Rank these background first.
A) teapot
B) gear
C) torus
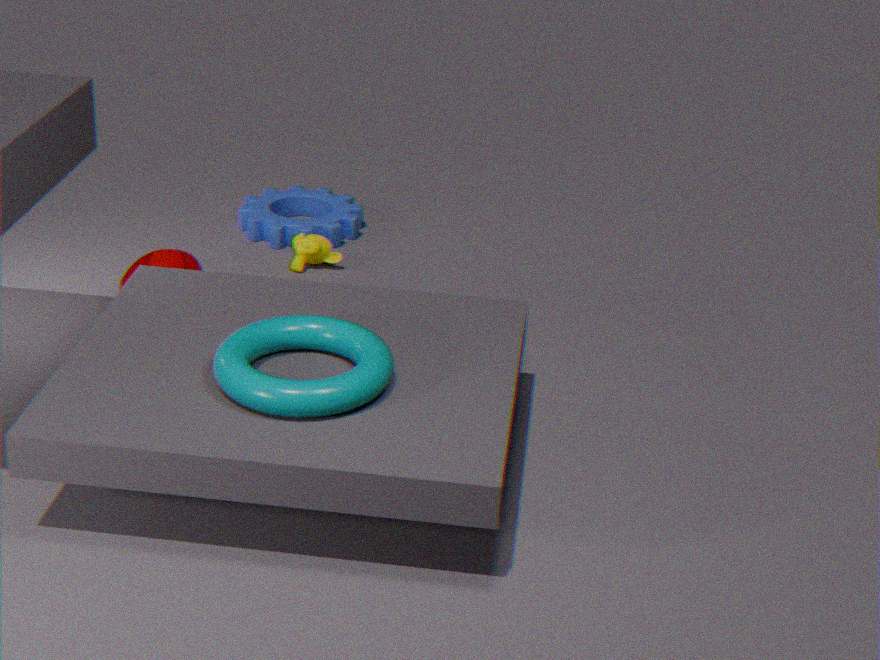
gear → teapot → torus
